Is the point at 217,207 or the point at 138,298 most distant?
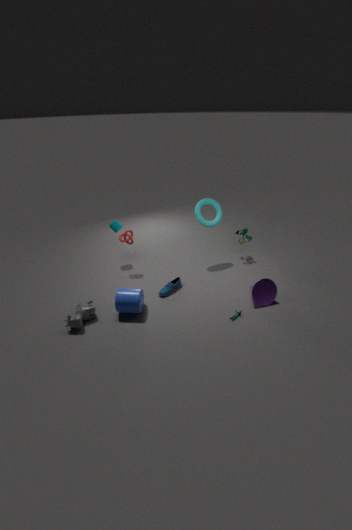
the point at 217,207
